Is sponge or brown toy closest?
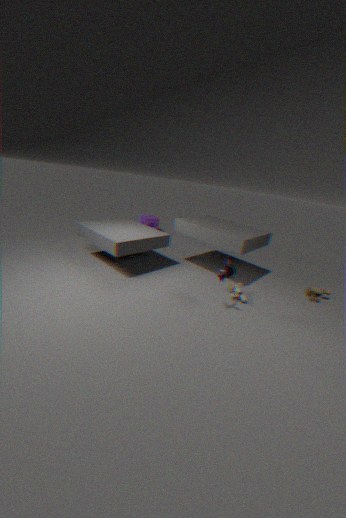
brown toy
